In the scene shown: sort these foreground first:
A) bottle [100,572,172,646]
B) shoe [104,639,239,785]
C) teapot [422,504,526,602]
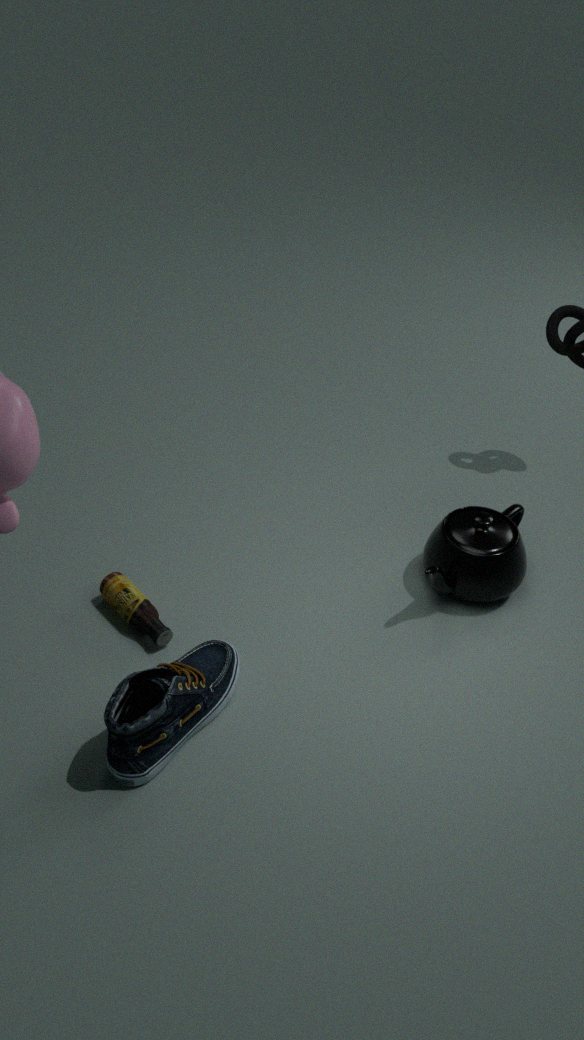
shoe [104,639,239,785] < bottle [100,572,172,646] < teapot [422,504,526,602]
